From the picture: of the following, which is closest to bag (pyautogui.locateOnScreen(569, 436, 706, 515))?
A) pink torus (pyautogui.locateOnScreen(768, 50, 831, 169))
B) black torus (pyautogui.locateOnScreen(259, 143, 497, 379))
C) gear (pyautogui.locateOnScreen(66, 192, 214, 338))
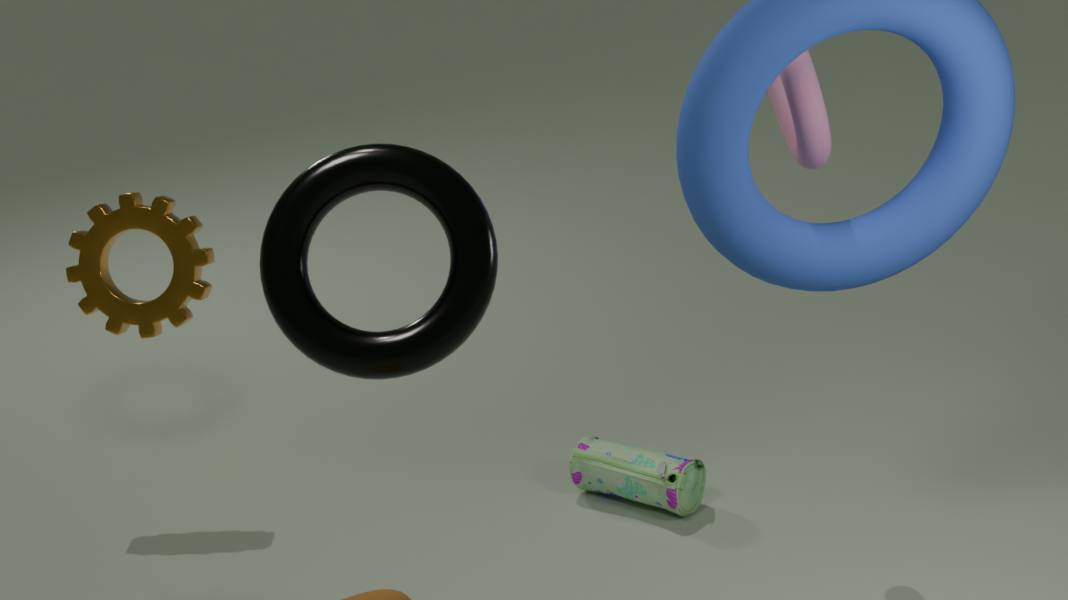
pink torus (pyautogui.locateOnScreen(768, 50, 831, 169))
